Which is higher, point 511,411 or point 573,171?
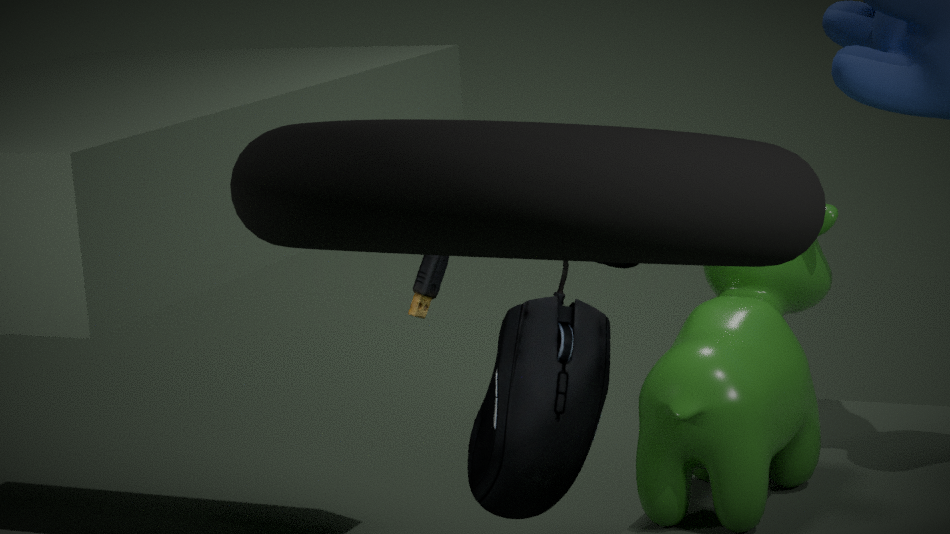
point 573,171
